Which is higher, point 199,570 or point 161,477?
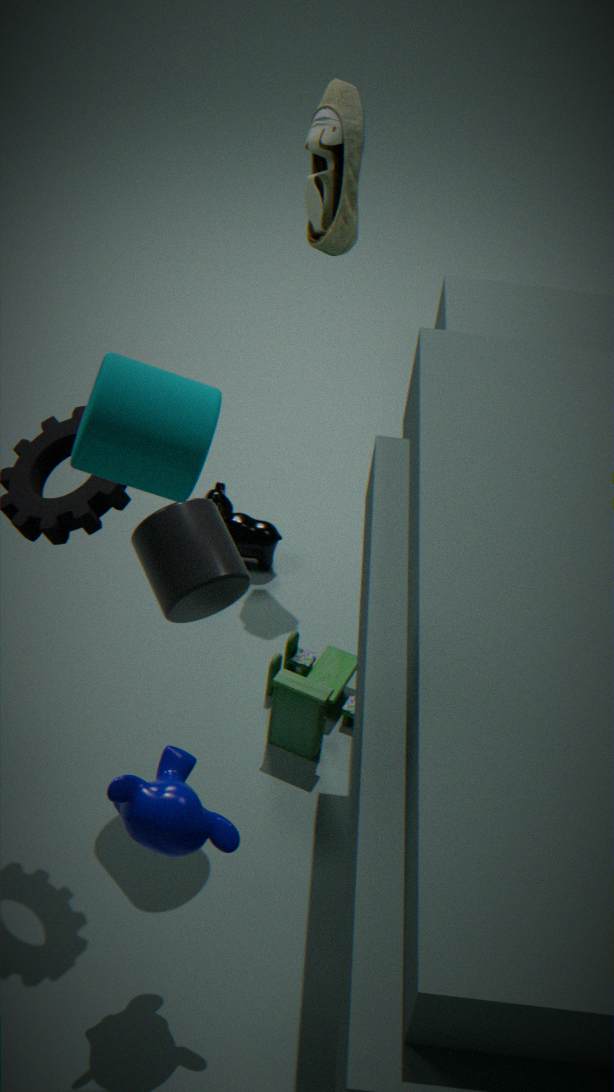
point 161,477
